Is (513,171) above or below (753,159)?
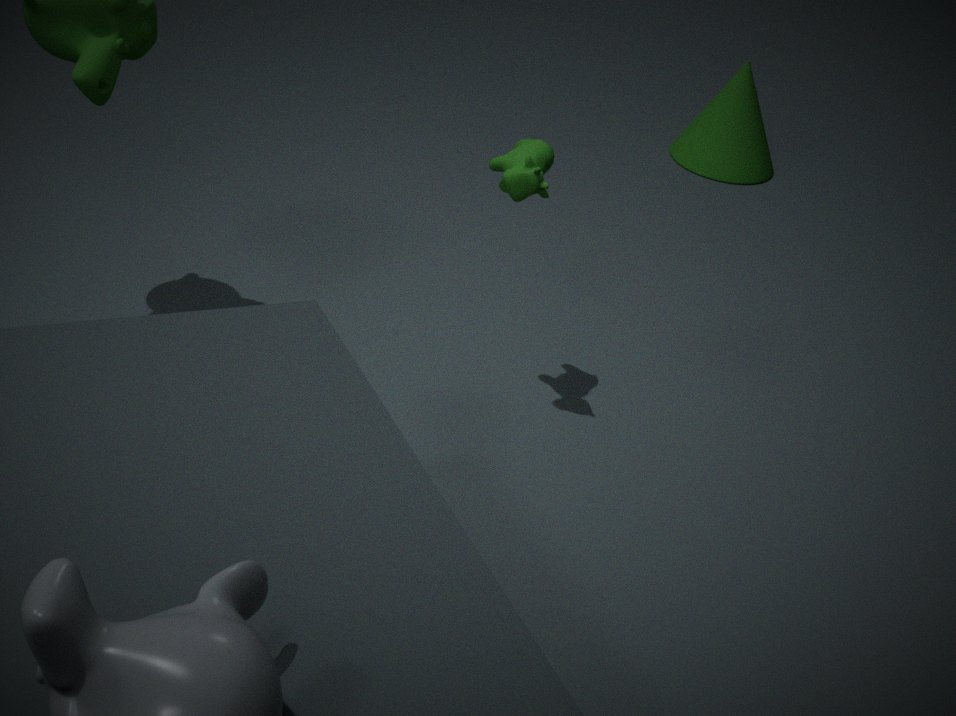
above
